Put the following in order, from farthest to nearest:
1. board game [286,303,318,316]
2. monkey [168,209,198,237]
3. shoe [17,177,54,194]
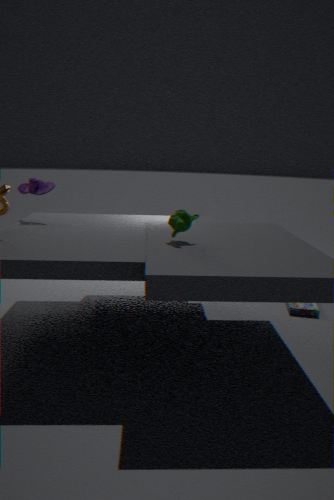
board game [286,303,318,316], shoe [17,177,54,194], monkey [168,209,198,237]
